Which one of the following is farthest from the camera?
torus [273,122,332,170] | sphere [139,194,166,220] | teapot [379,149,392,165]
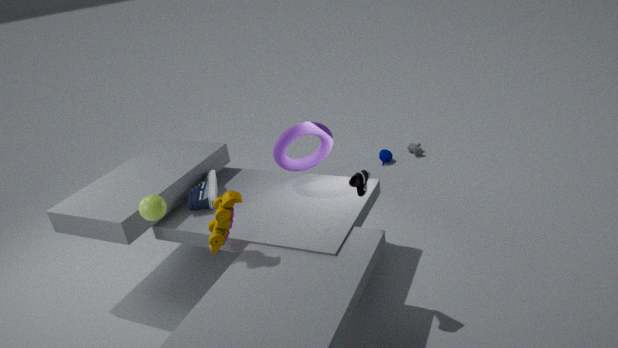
teapot [379,149,392,165]
